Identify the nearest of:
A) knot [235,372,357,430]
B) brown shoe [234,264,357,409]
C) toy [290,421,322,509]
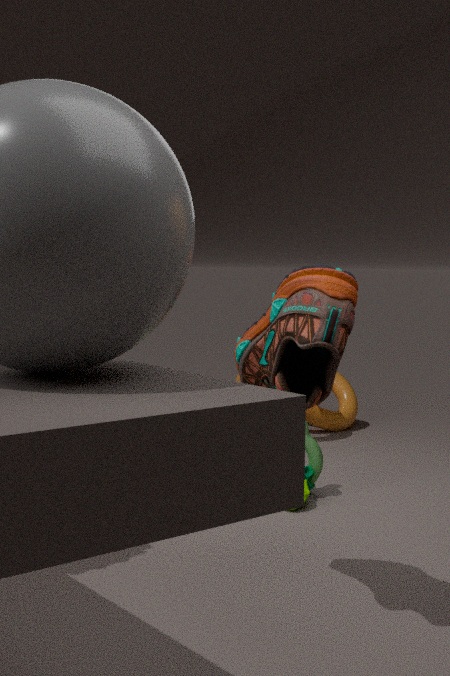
brown shoe [234,264,357,409]
